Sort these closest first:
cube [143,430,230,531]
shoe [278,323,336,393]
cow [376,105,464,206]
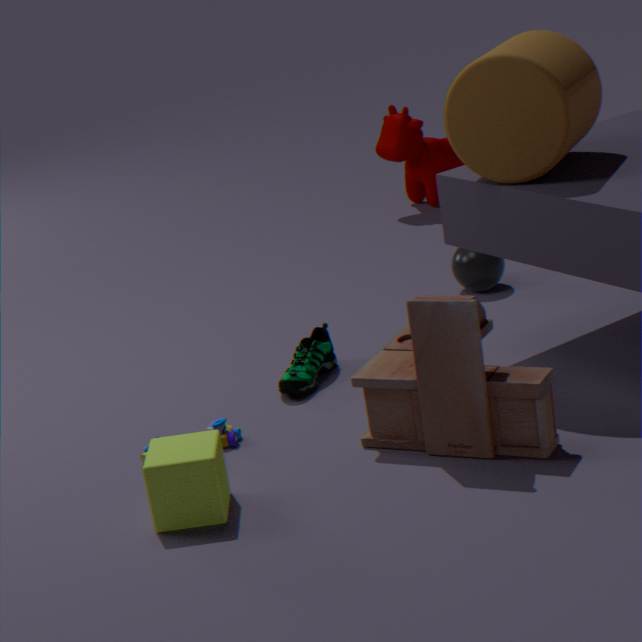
cube [143,430,230,531] → shoe [278,323,336,393] → cow [376,105,464,206]
